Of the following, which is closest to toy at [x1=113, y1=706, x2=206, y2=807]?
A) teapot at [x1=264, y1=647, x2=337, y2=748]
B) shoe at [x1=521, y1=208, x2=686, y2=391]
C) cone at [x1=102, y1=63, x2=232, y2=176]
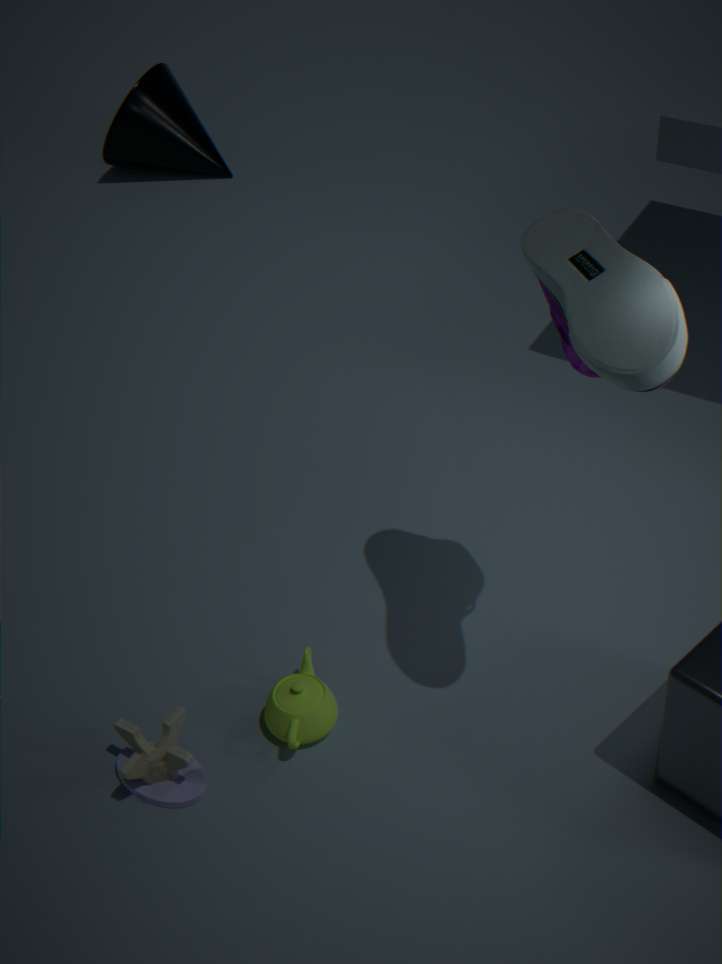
teapot at [x1=264, y1=647, x2=337, y2=748]
